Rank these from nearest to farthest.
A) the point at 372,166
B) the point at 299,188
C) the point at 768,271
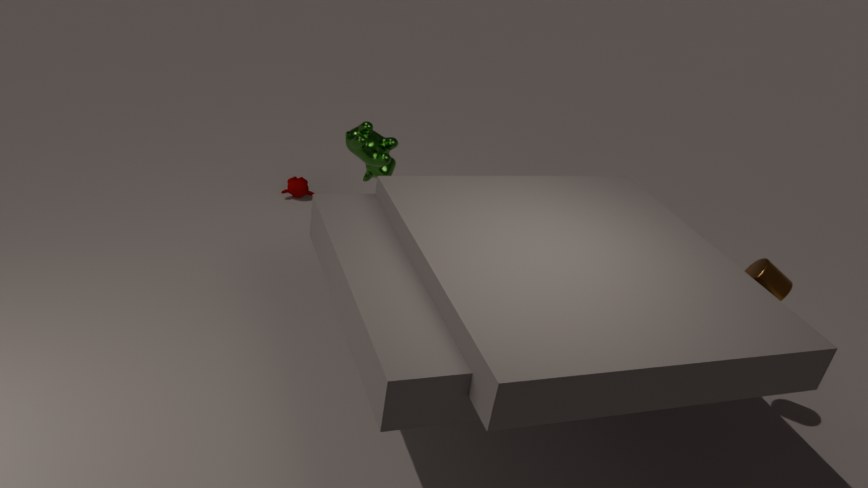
1. the point at 768,271
2. the point at 372,166
3. the point at 299,188
